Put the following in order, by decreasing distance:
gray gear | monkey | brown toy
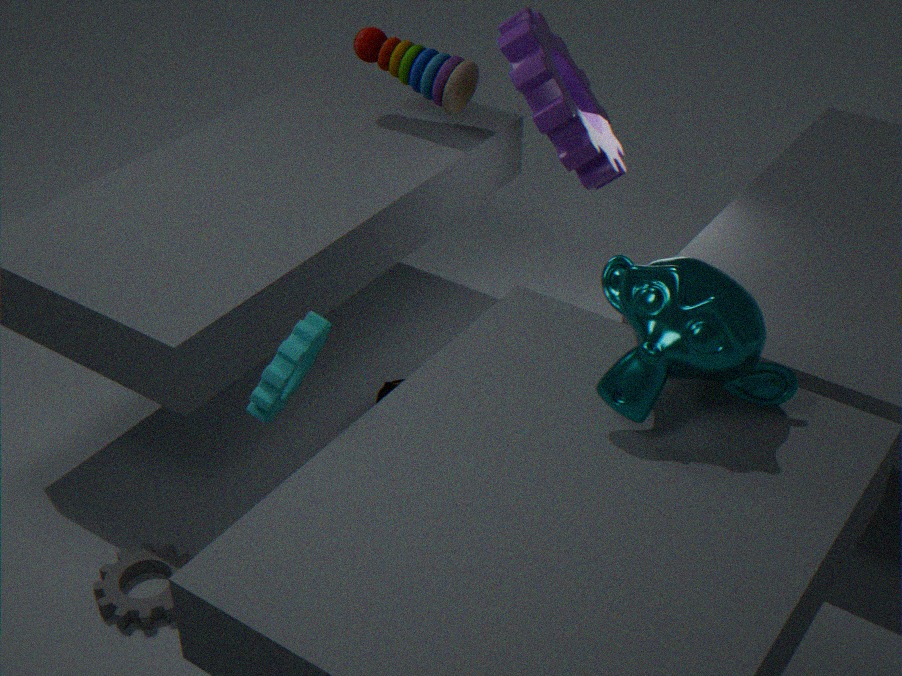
1. brown toy
2. gray gear
3. monkey
